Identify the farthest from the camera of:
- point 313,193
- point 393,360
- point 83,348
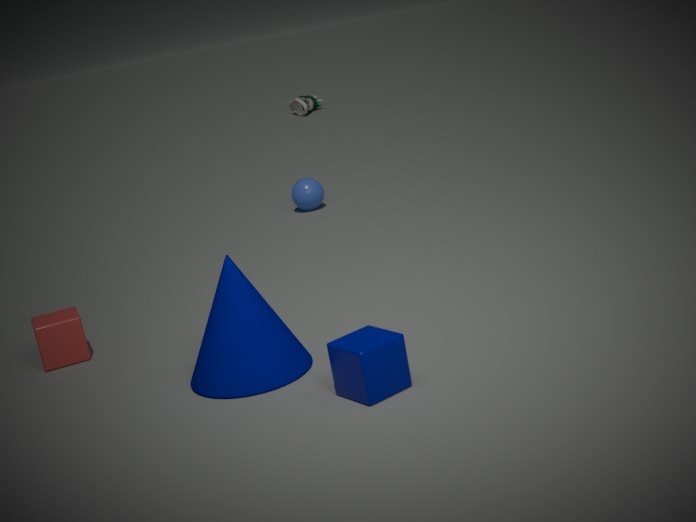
point 313,193
